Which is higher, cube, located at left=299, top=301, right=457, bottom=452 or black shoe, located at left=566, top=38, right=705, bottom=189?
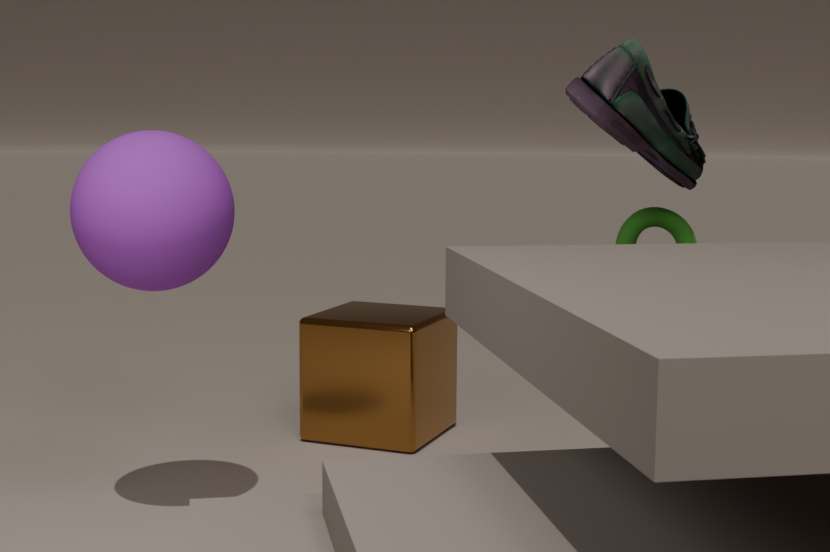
black shoe, located at left=566, top=38, right=705, bottom=189
